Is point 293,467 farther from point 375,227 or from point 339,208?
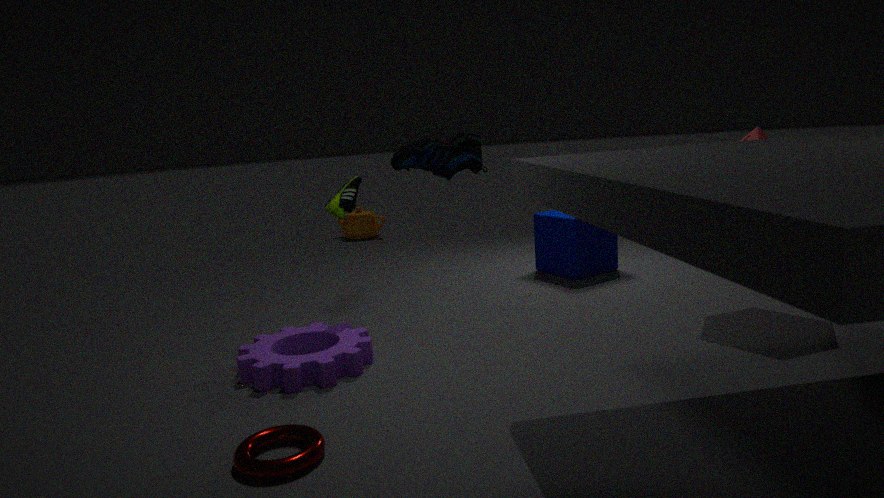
point 375,227
